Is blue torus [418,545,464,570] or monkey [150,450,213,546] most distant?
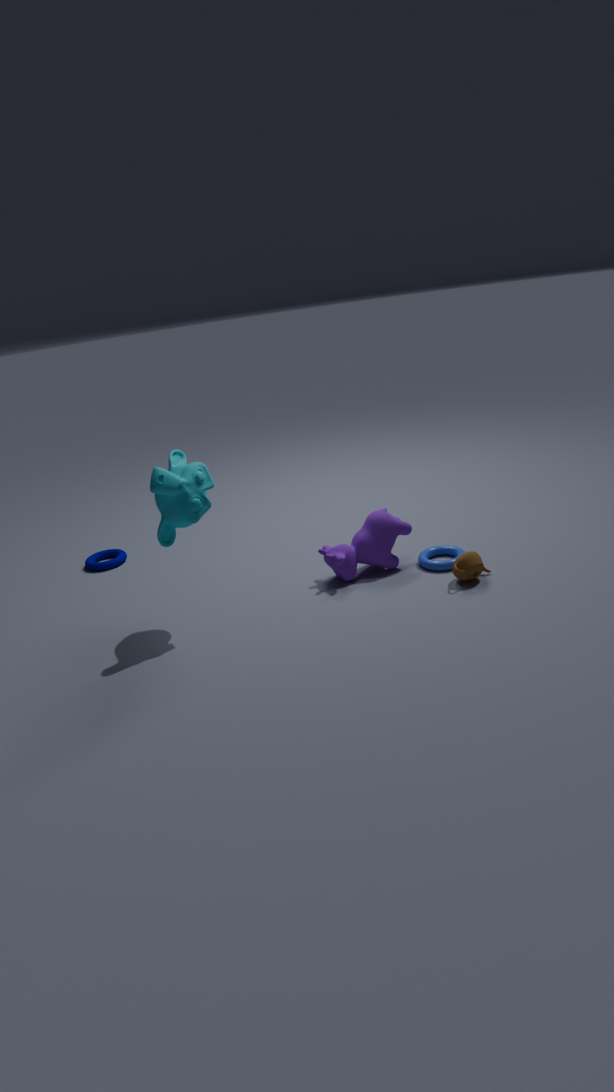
blue torus [418,545,464,570]
